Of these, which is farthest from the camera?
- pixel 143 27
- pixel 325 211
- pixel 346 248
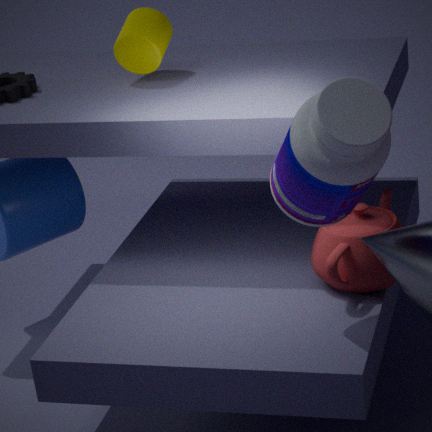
pixel 143 27
